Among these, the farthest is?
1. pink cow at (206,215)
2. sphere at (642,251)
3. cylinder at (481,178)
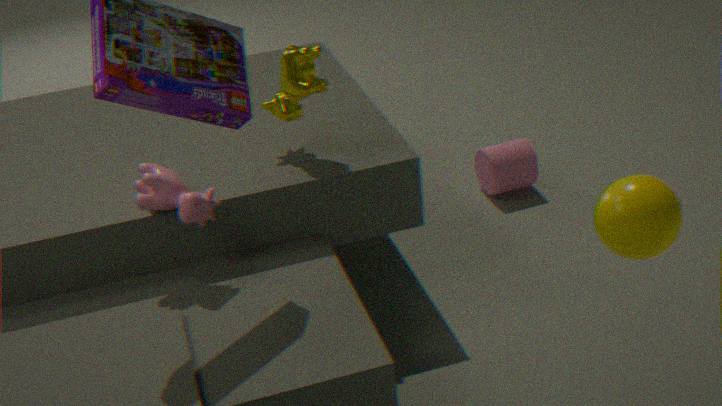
cylinder at (481,178)
